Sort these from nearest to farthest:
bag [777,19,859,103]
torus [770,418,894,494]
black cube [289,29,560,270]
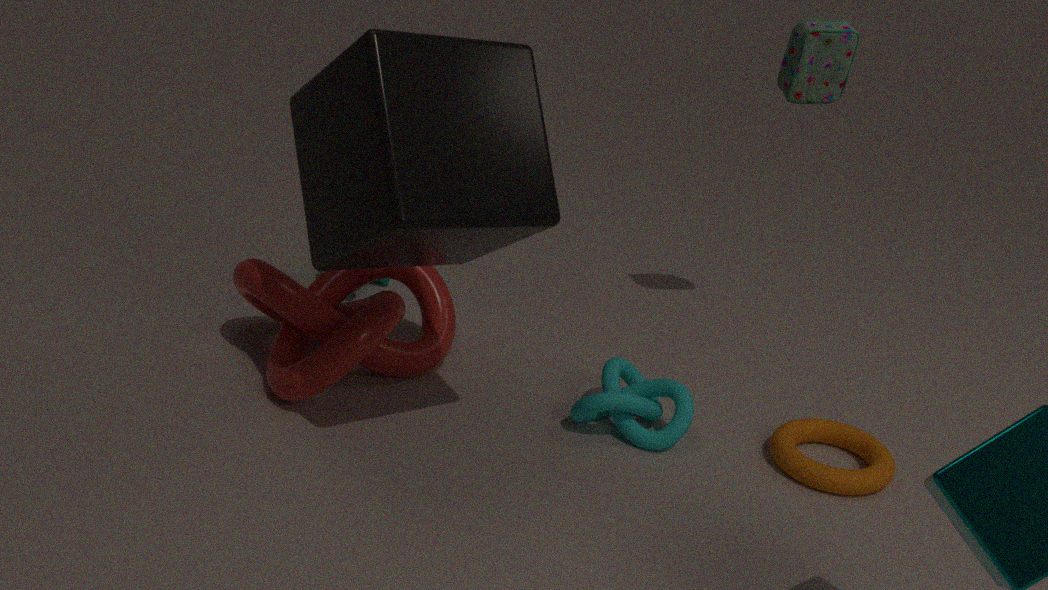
A: black cube [289,29,560,270] → torus [770,418,894,494] → bag [777,19,859,103]
